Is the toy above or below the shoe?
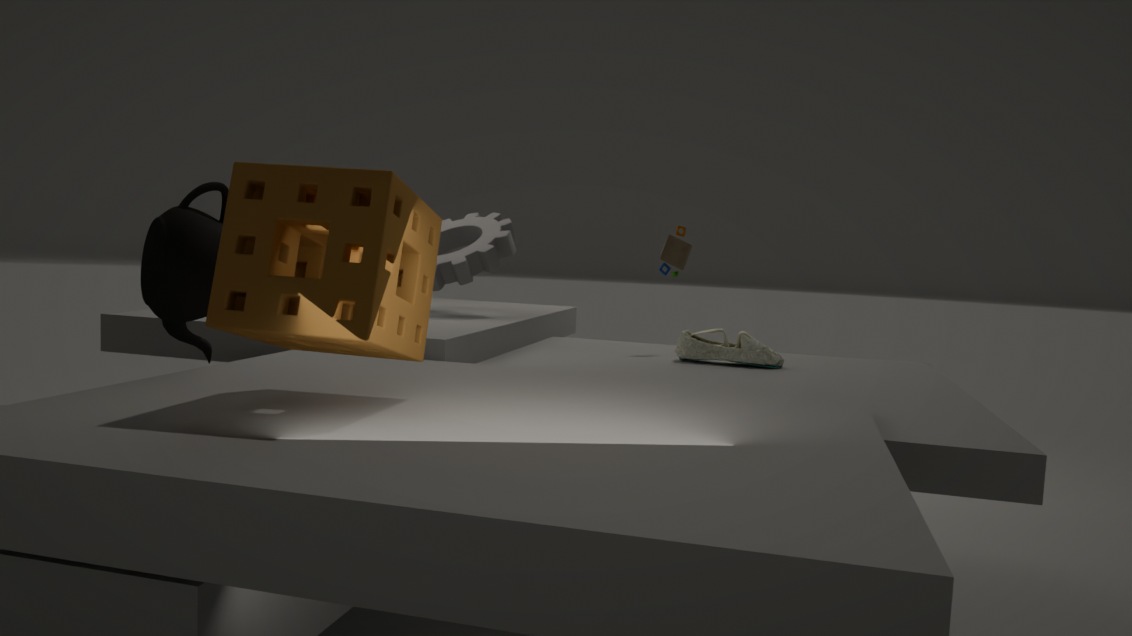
above
